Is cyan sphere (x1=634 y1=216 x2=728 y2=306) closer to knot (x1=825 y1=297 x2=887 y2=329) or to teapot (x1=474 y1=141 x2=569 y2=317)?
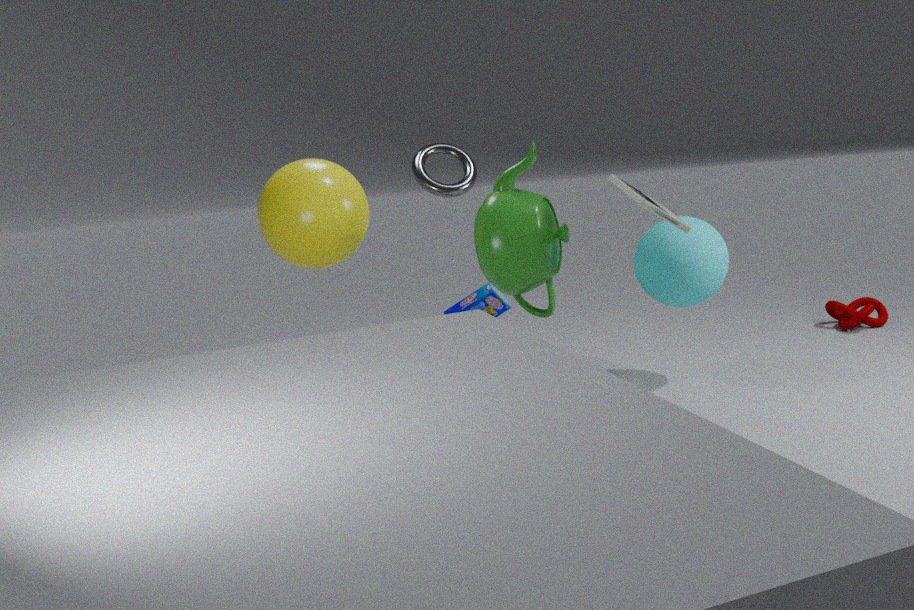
teapot (x1=474 y1=141 x2=569 y2=317)
